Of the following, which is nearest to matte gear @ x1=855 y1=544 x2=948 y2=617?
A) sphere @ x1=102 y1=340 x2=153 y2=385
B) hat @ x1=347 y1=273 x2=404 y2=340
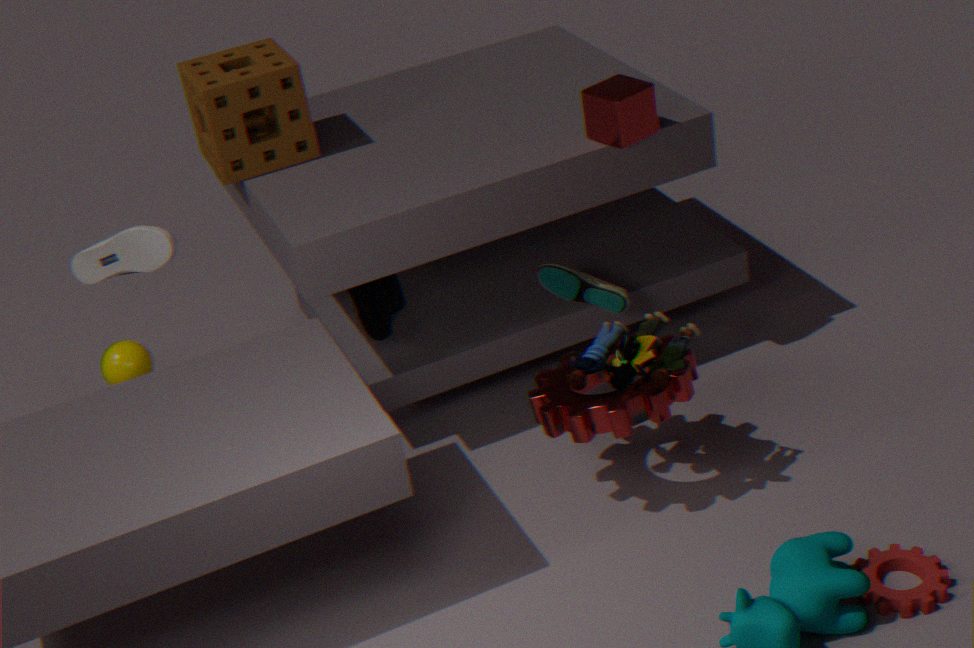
hat @ x1=347 y1=273 x2=404 y2=340
